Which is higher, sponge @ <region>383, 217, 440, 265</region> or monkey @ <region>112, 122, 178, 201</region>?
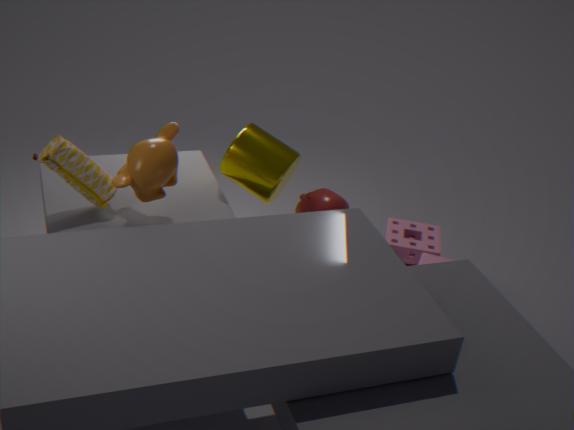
monkey @ <region>112, 122, 178, 201</region>
